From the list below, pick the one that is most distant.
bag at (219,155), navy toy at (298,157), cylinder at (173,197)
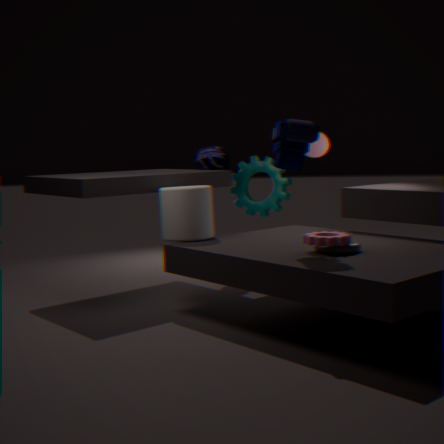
bag at (219,155)
